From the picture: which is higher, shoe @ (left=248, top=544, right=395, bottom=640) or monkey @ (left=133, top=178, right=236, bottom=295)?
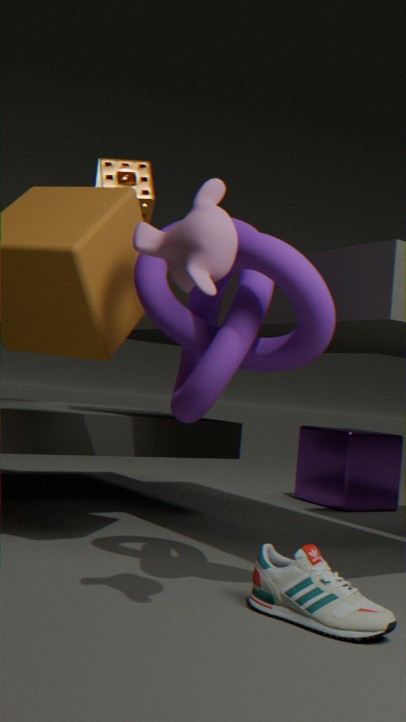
monkey @ (left=133, top=178, right=236, bottom=295)
